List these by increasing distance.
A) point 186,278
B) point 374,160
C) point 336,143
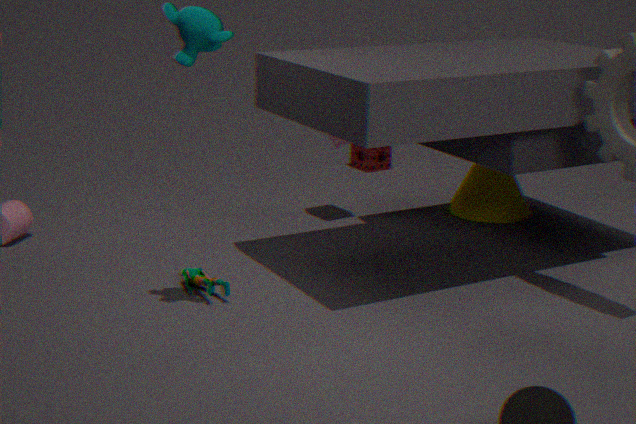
1. point 186,278
2. point 336,143
3. point 374,160
